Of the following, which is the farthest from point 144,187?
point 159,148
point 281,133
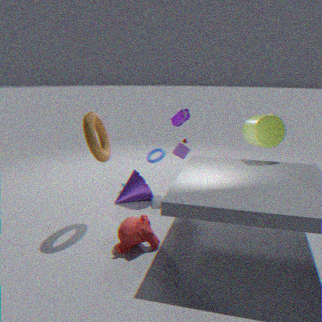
point 281,133
